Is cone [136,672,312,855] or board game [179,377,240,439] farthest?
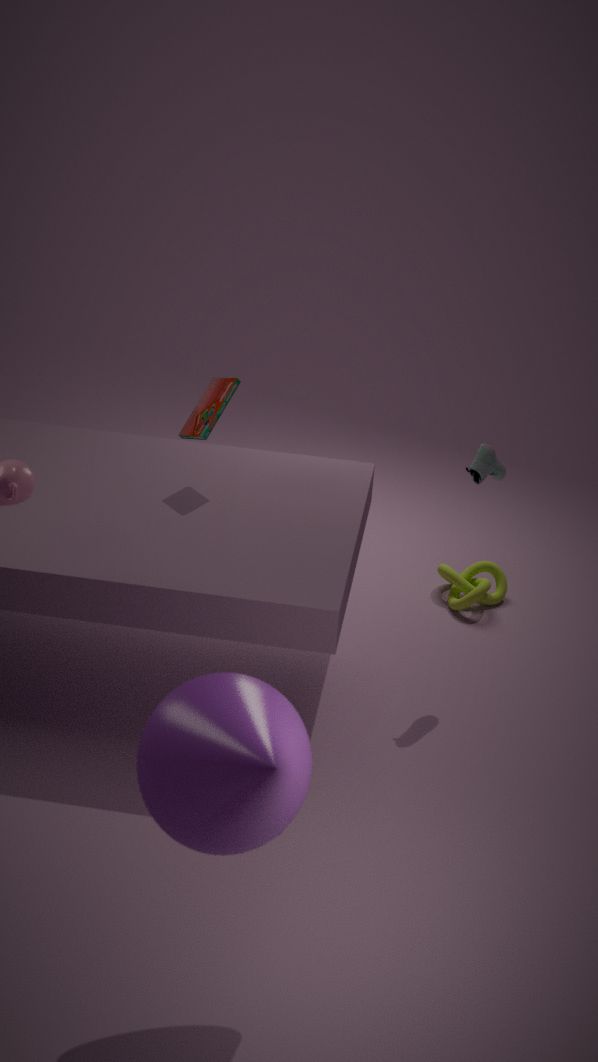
board game [179,377,240,439]
